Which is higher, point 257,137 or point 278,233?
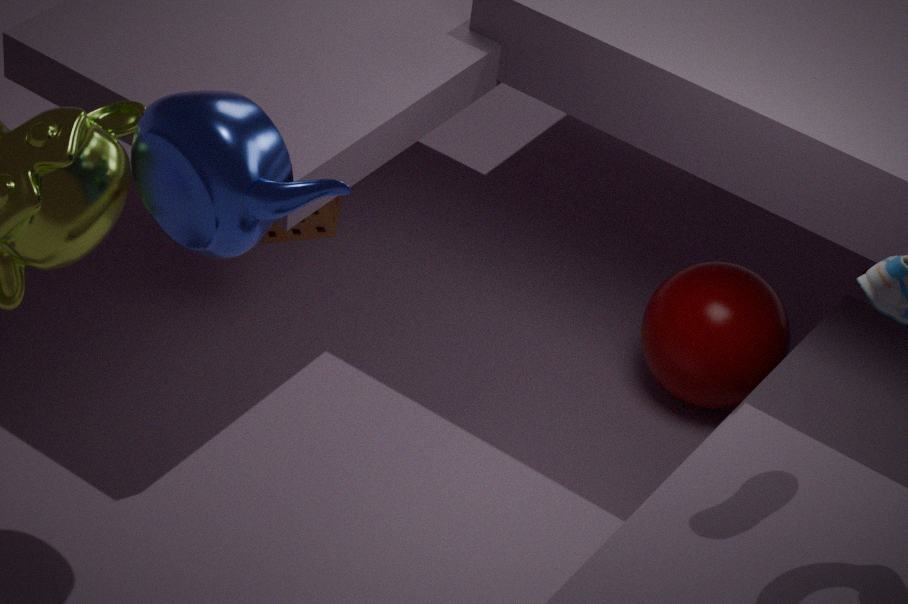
point 257,137
